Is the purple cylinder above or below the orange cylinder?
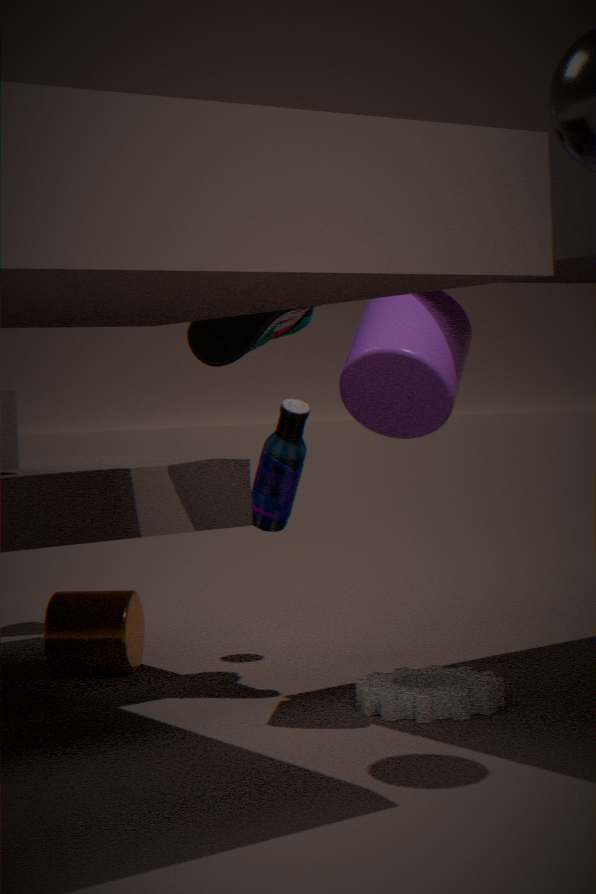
above
